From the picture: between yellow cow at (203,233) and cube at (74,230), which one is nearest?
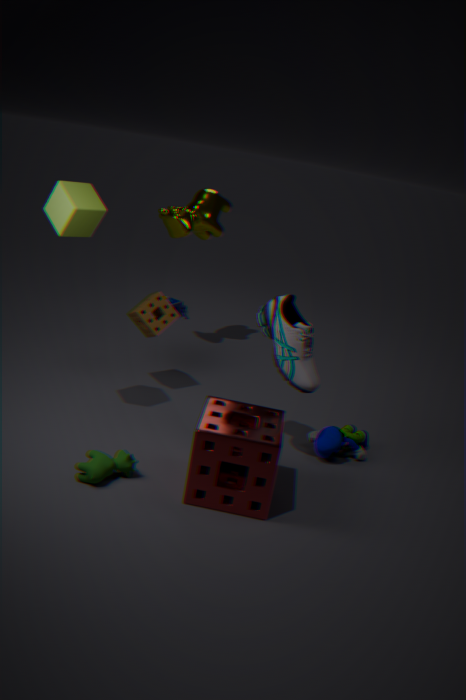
cube at (74,230)
